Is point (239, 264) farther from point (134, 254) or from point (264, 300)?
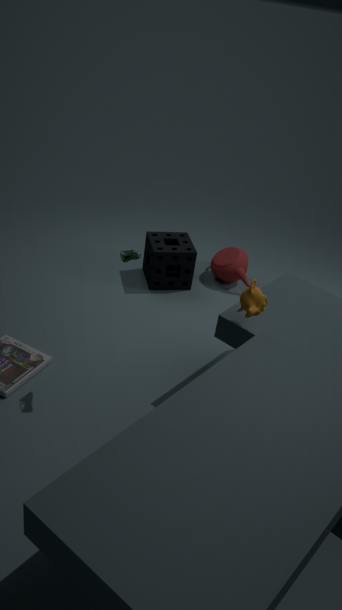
point (134, 254)
